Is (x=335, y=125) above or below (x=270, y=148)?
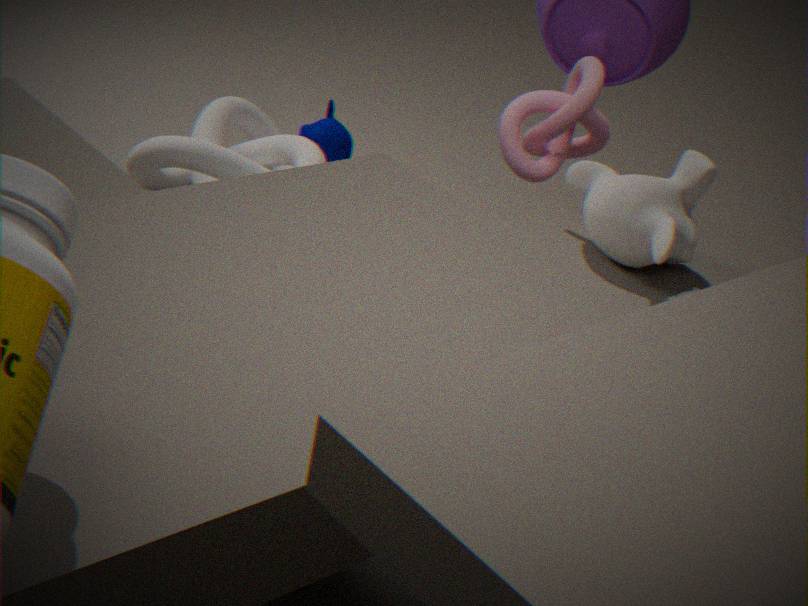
below
